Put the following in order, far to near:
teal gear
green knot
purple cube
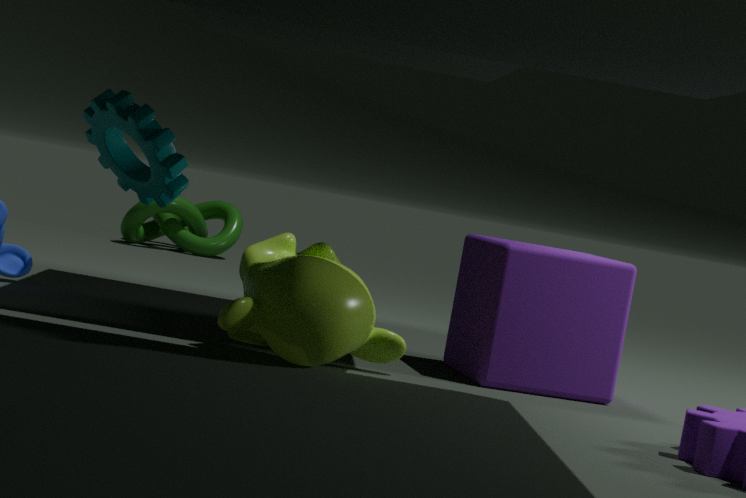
green knot
purple cube
teal gear
